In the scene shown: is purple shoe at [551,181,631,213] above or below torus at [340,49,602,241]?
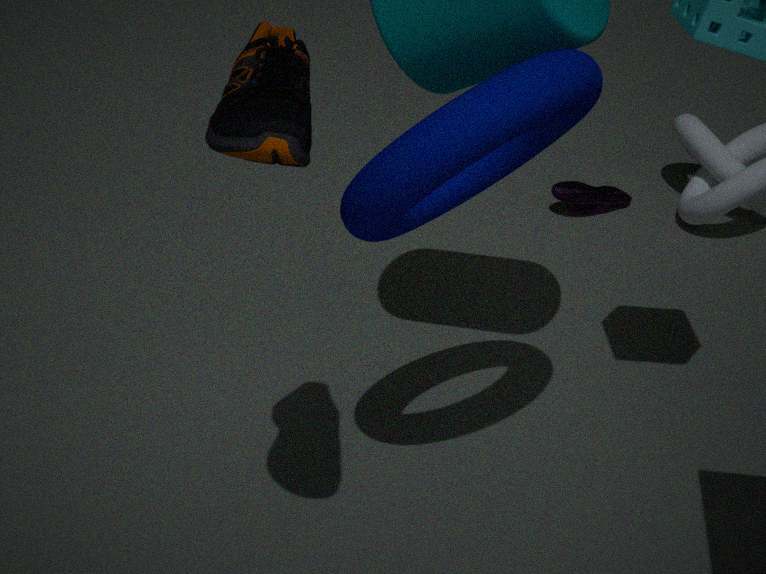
below
